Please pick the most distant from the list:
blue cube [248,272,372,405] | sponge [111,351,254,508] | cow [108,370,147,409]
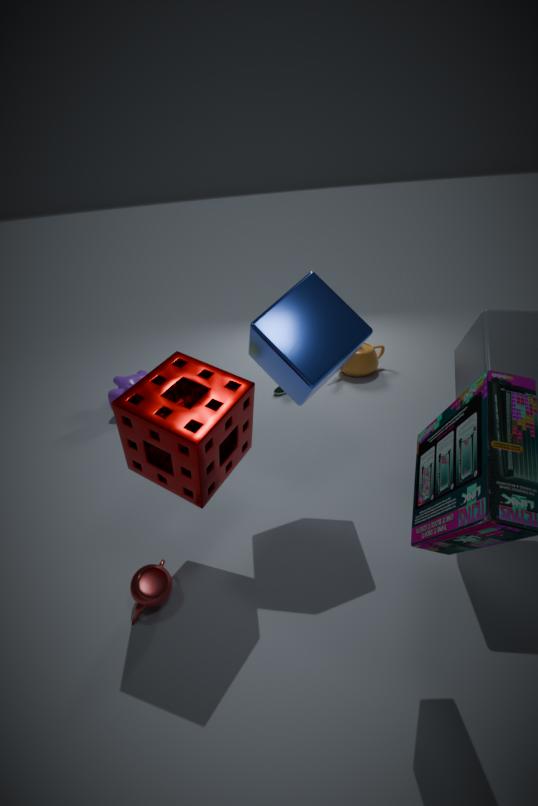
cow [108,370,147,409]
